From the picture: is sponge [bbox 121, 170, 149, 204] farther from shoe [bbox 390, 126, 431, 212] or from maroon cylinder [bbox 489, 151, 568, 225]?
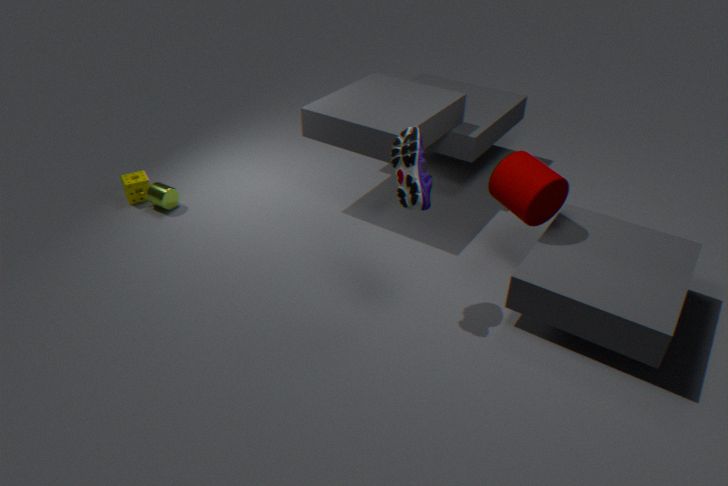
maroon cylinder [bbox 489, 151, 568, 225]
